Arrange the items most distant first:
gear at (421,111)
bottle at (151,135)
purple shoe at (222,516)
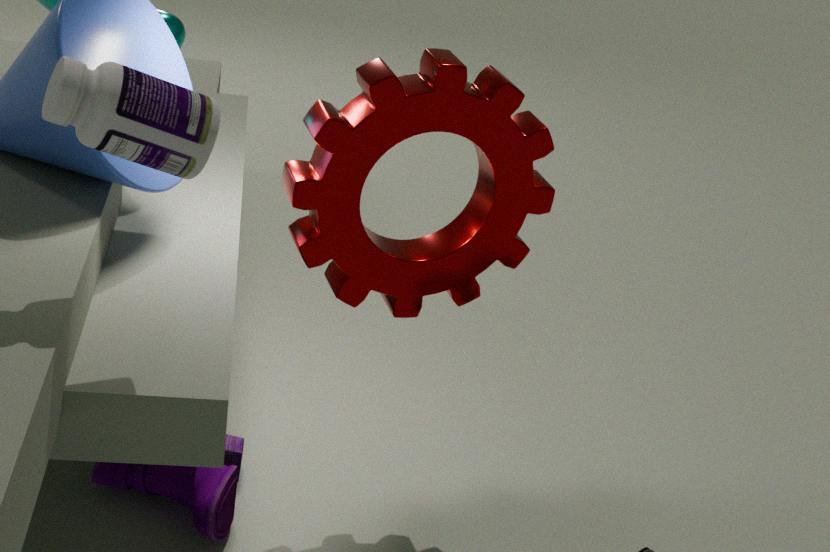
1. purple shoe at (222,516)
2. gear at (421,111)
3. bottle at (151,135)
